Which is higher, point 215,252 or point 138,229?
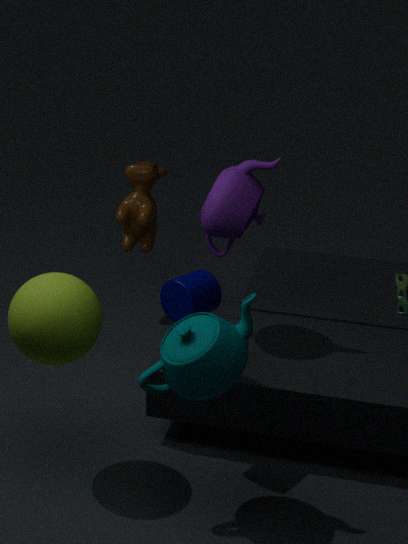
point 215,252
